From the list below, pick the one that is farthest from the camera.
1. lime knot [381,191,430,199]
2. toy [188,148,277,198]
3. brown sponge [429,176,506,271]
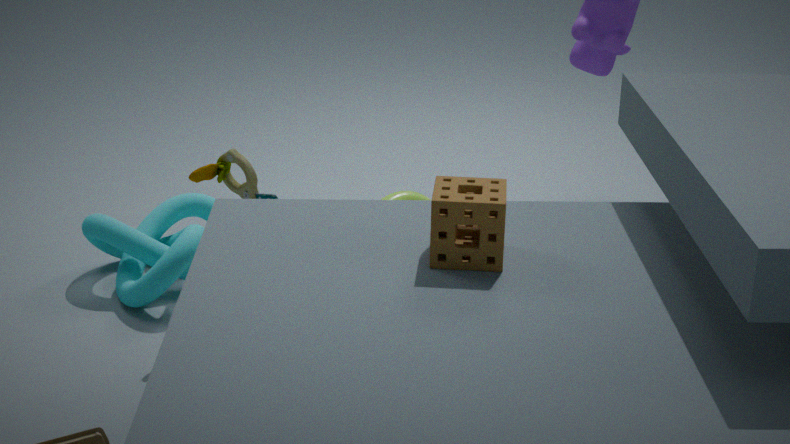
lime knot [381,191,430,199]
